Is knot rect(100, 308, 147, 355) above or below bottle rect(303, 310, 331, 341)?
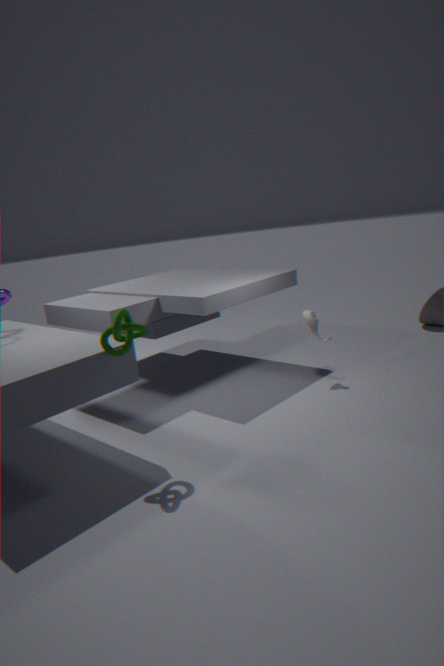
above
